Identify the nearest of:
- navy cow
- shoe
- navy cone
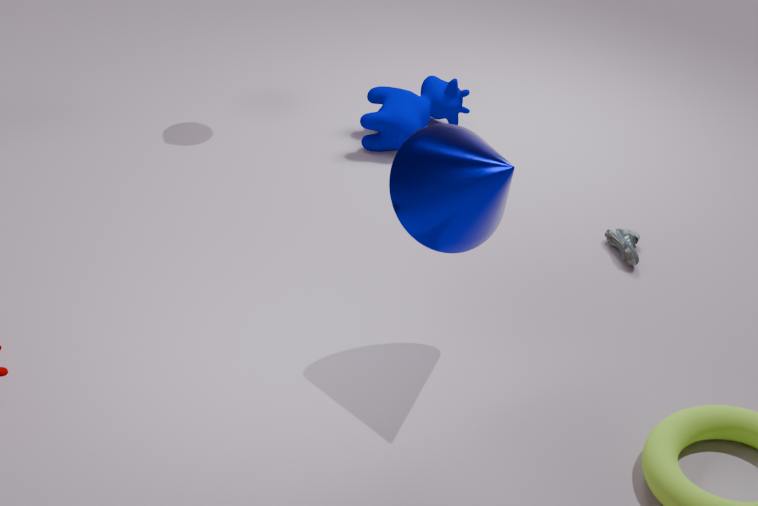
navy cone
